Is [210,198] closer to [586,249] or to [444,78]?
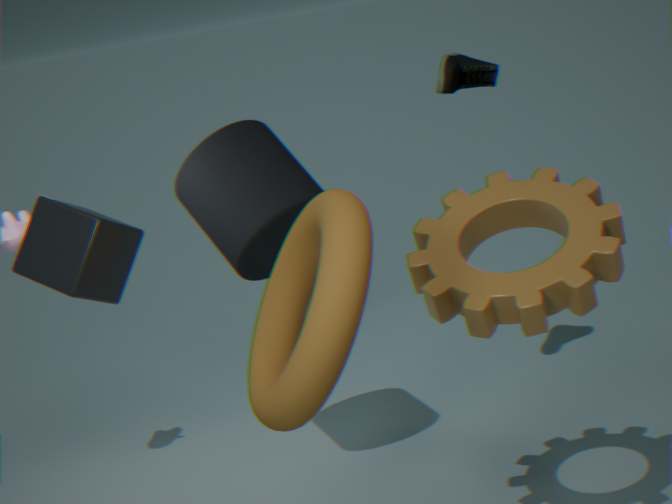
[444,78]
